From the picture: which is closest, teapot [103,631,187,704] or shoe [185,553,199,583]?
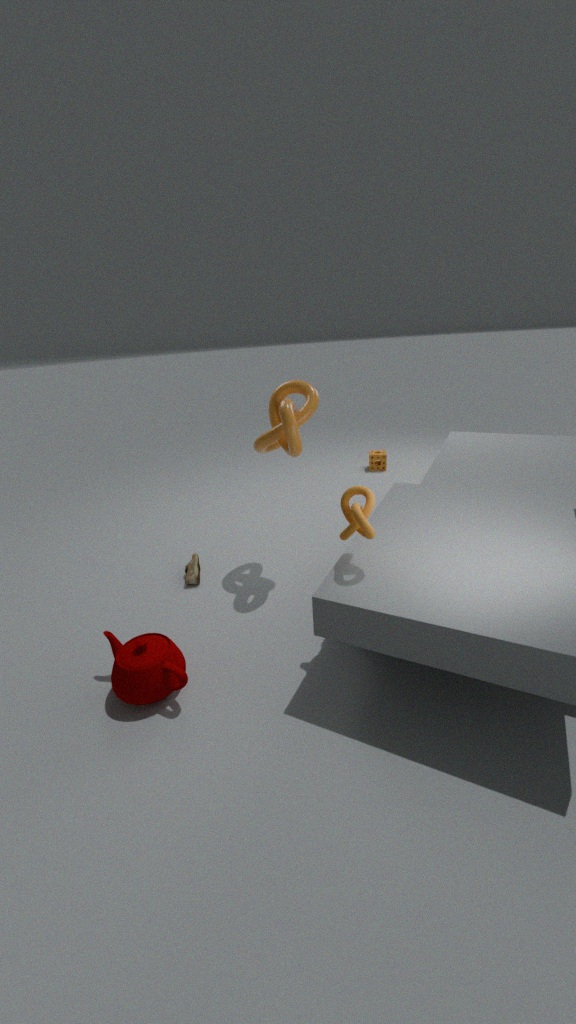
teapot [103,631,187,704]
